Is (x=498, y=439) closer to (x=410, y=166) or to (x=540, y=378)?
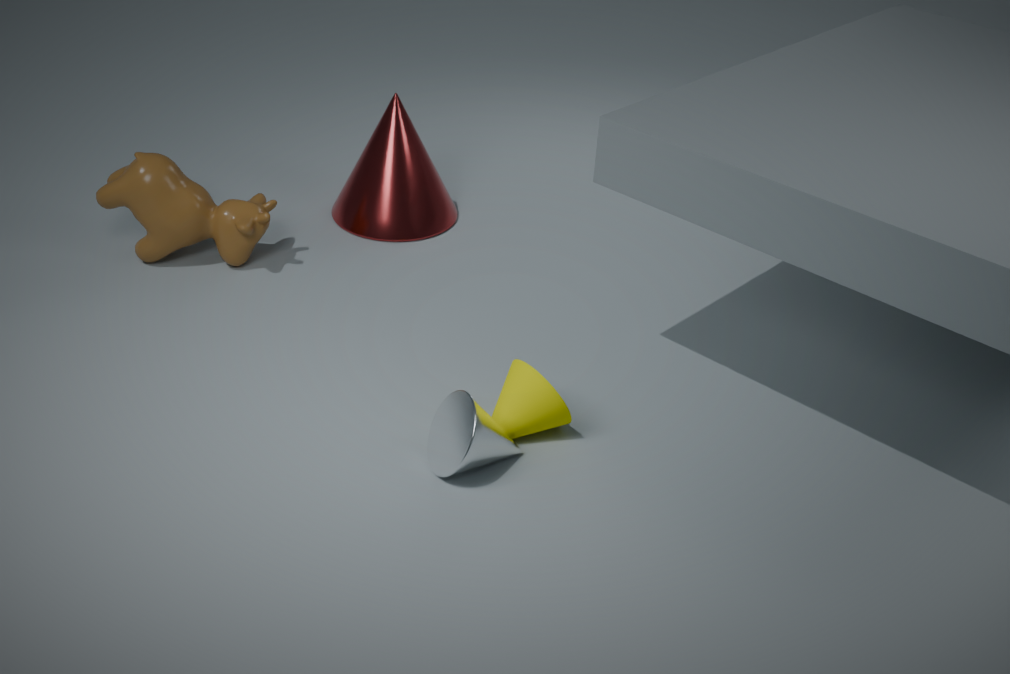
(x=540, y=378)
